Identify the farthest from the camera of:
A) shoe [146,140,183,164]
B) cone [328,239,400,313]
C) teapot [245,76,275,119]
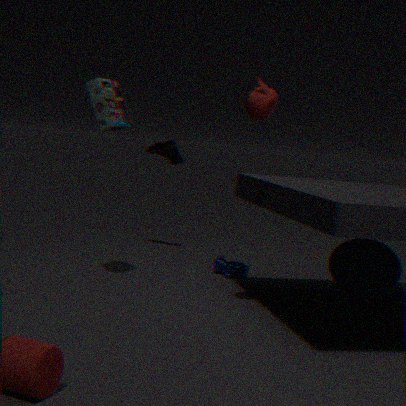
shoe [146,140,183,164]
